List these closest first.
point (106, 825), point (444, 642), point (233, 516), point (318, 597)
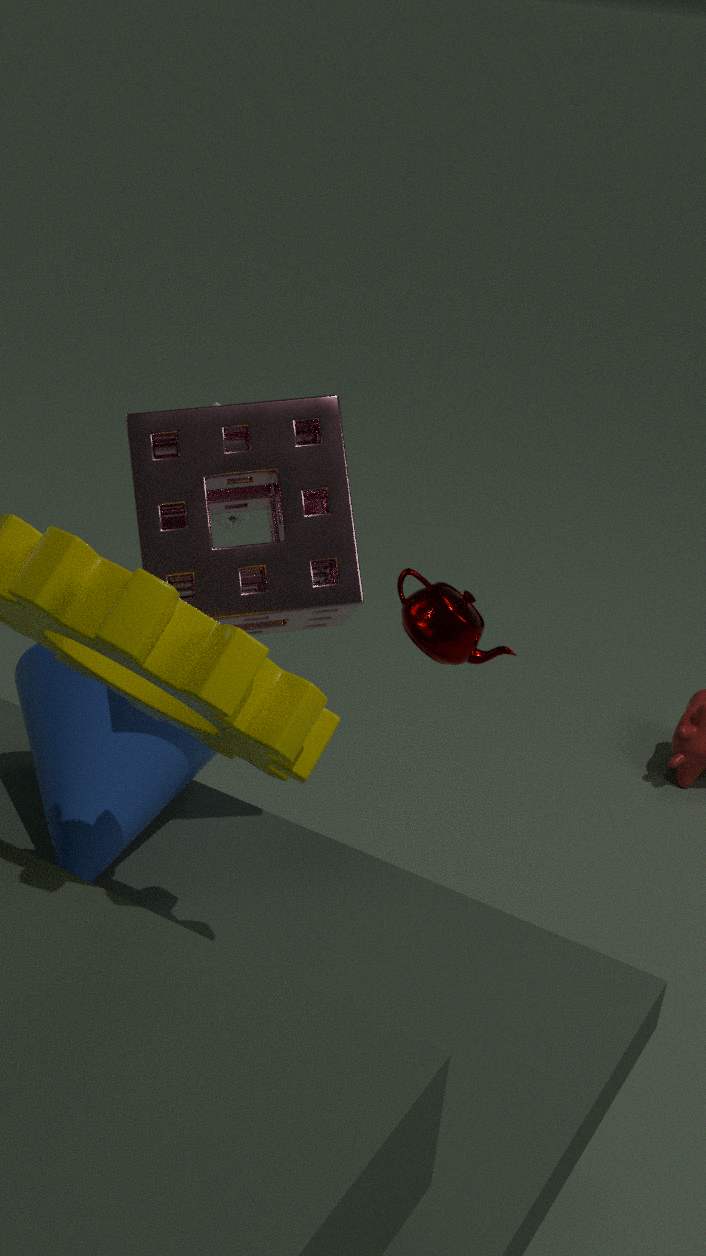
point (318, 597)
point (106, 825)
point (444, 642)
point (233, 516)
